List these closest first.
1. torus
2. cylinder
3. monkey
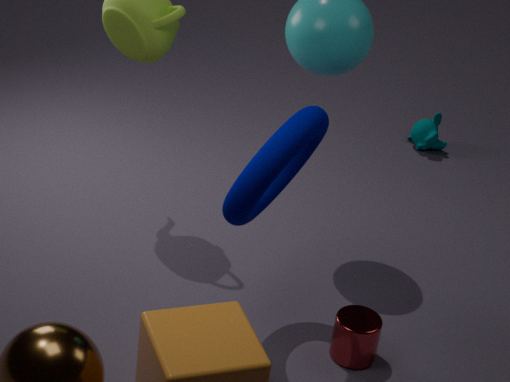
torus, cylinder, monkey
